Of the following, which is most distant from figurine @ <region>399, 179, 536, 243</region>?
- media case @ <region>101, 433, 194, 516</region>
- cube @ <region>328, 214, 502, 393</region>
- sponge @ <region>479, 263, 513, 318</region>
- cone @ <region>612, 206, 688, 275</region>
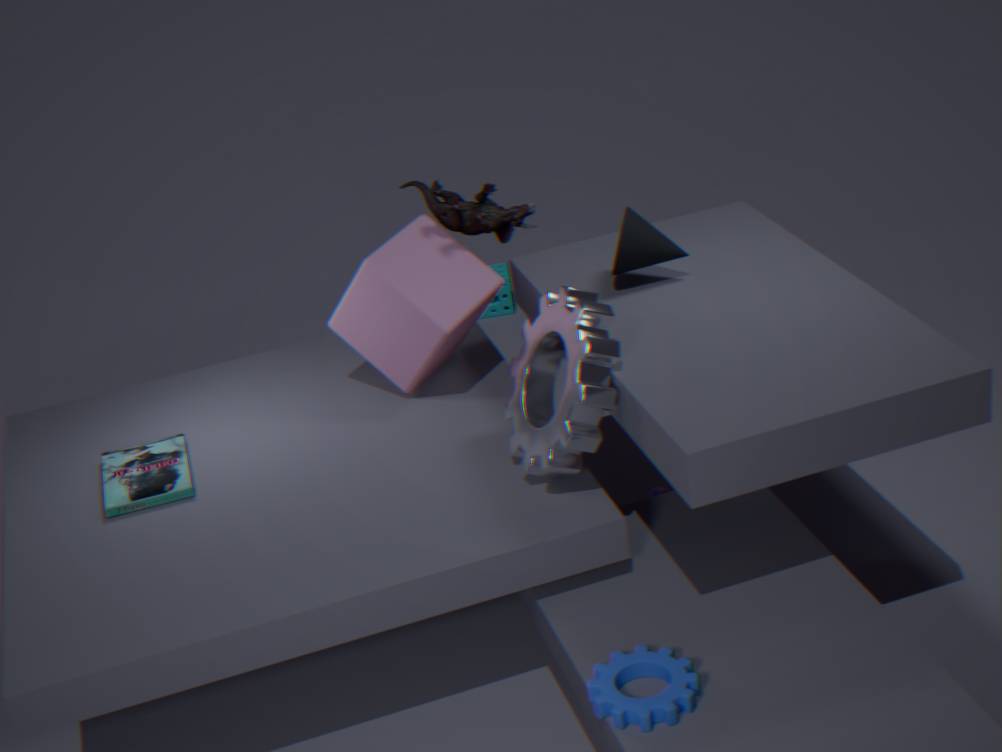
sponge @ <region>479, 263, 513, 318</region>
